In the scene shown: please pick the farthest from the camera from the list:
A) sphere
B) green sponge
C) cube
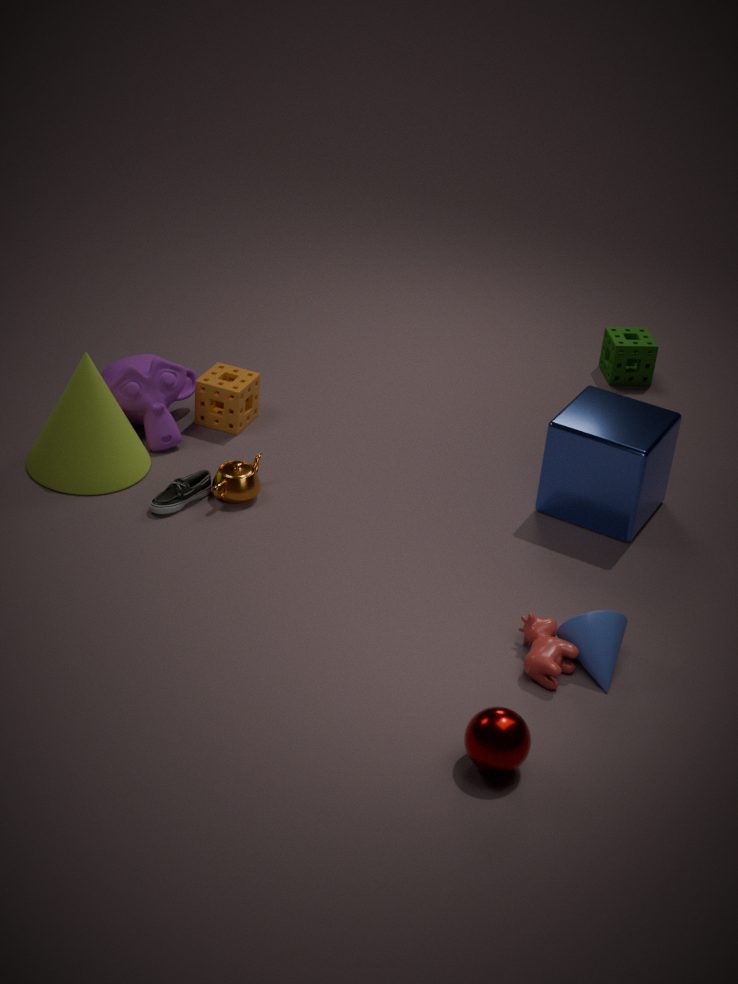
green sponge
